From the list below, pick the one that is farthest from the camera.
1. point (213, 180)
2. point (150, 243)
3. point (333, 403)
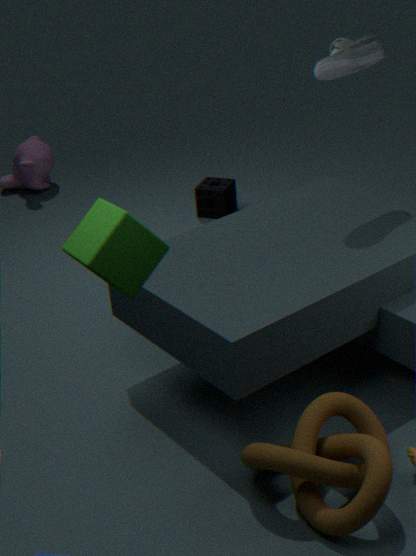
point (213, 180)
